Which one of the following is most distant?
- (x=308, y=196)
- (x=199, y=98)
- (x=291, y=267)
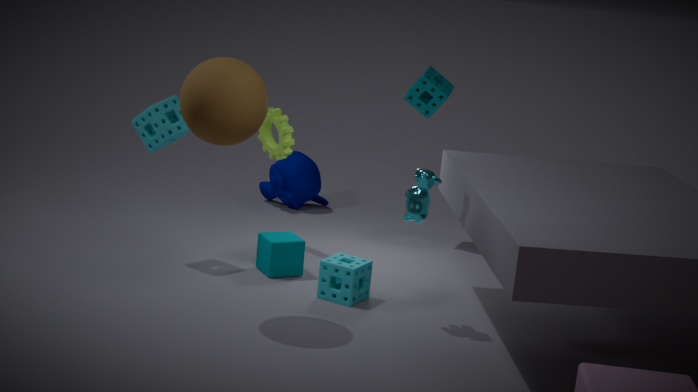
(x=308, y=196)
